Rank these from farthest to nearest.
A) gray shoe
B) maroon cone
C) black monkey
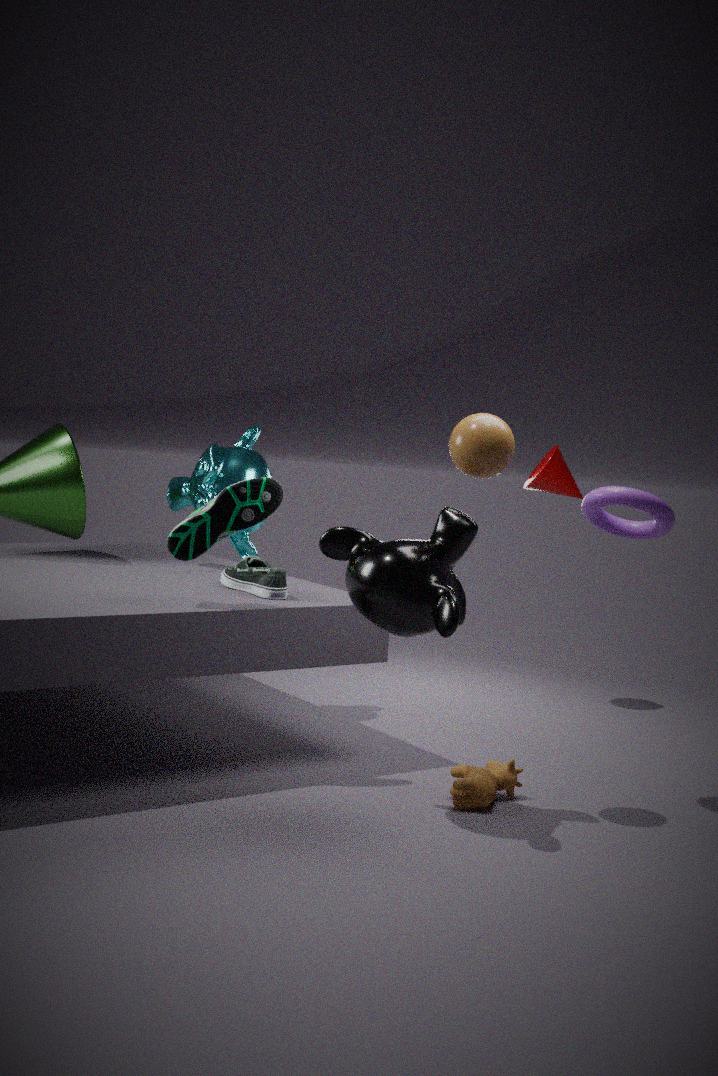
1. maroon cone
2. gray shoe
3. black monkey
